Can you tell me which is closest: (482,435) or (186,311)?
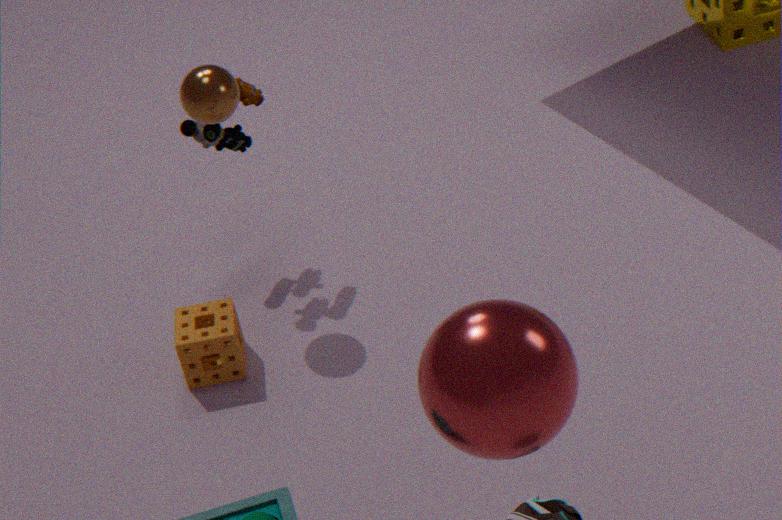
(482,435)
